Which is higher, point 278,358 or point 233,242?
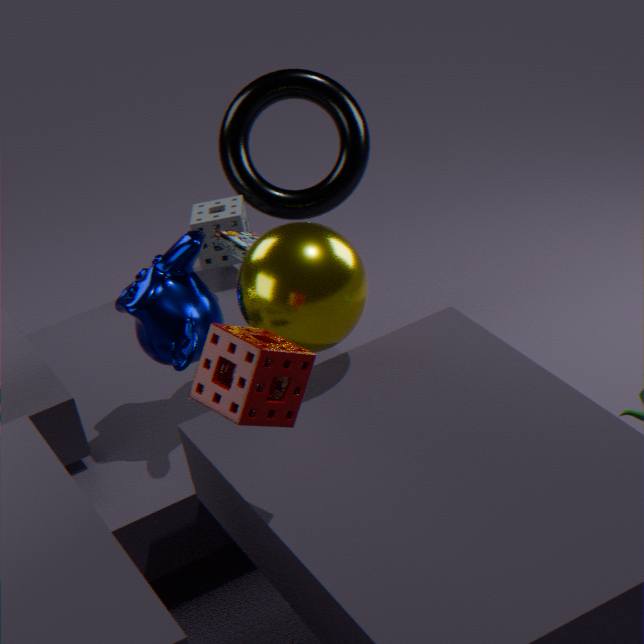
point 278,358
